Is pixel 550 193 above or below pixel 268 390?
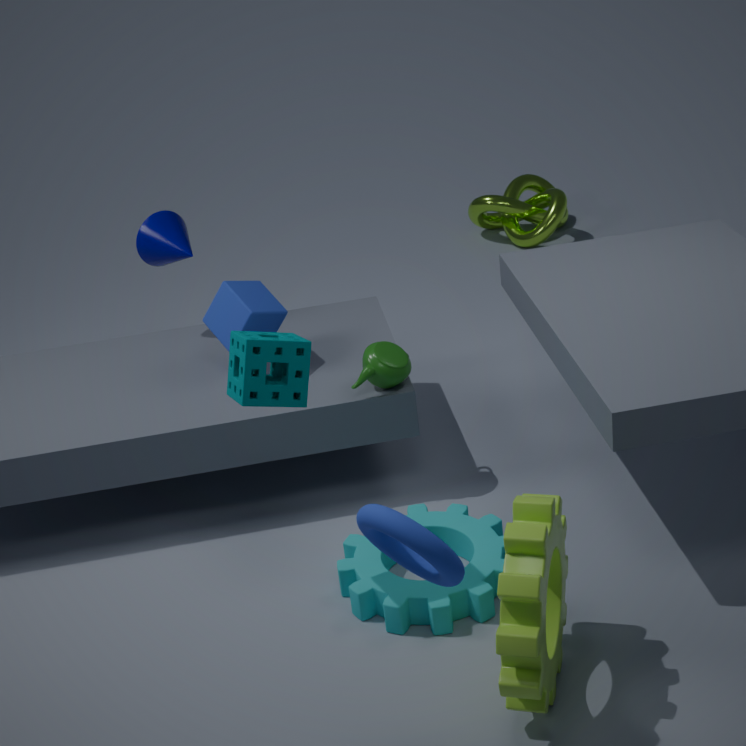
below
